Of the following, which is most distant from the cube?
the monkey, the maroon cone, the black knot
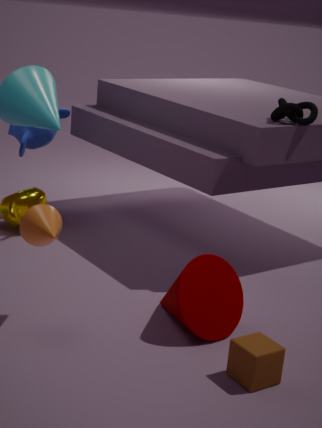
the monkey
